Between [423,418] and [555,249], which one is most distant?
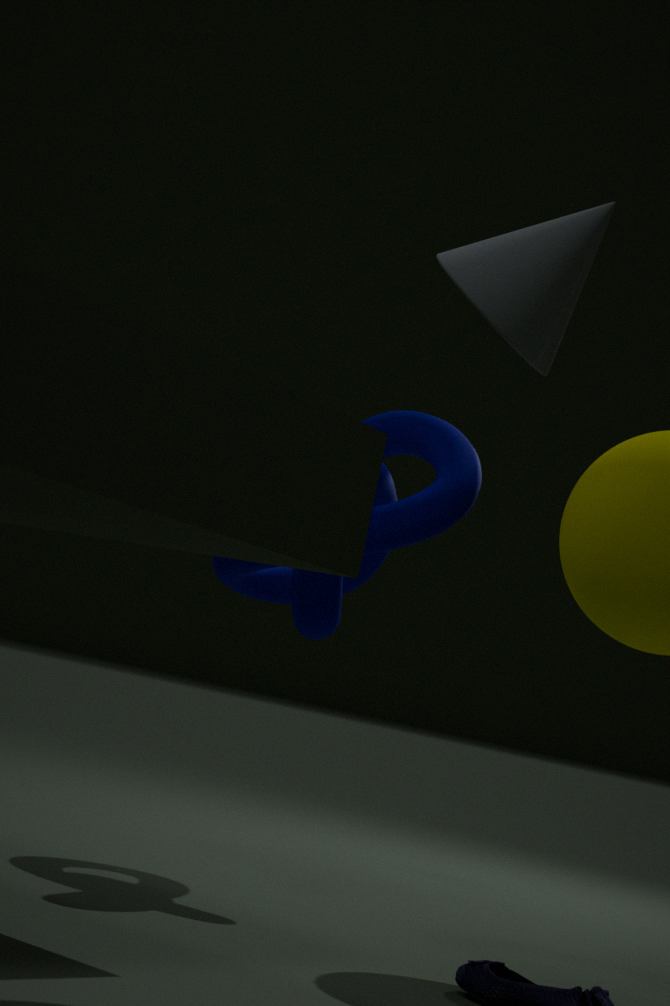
[423,418]
